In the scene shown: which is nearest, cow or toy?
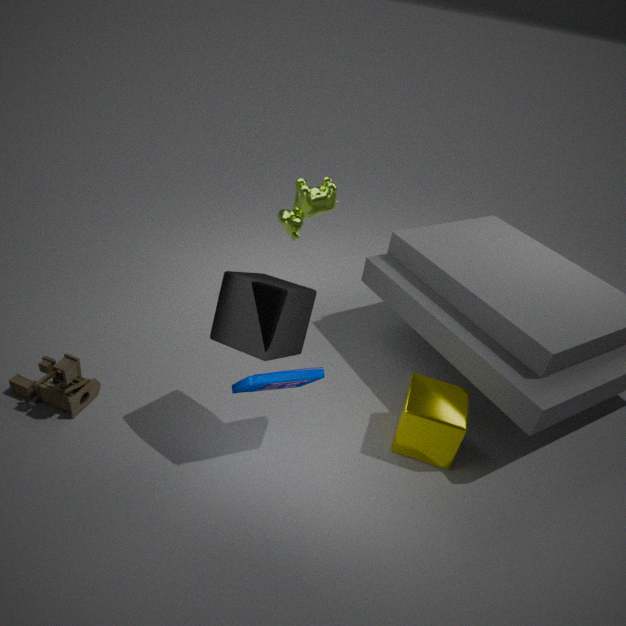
toy
